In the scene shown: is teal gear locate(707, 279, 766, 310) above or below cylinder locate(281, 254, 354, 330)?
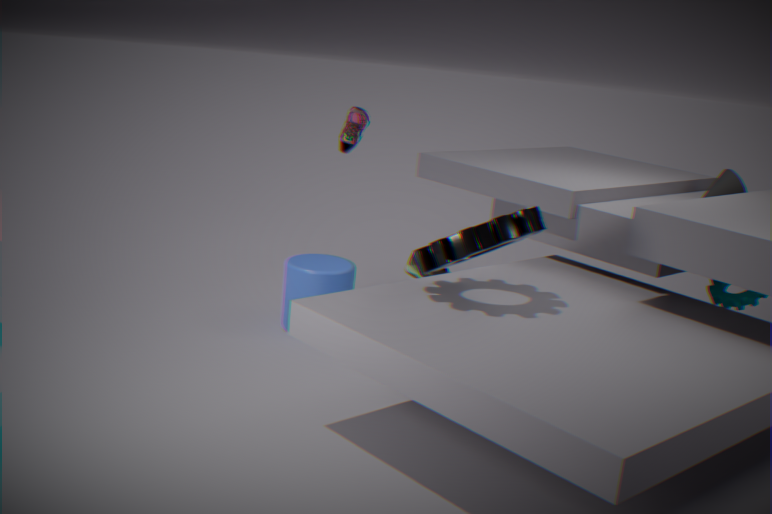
above
